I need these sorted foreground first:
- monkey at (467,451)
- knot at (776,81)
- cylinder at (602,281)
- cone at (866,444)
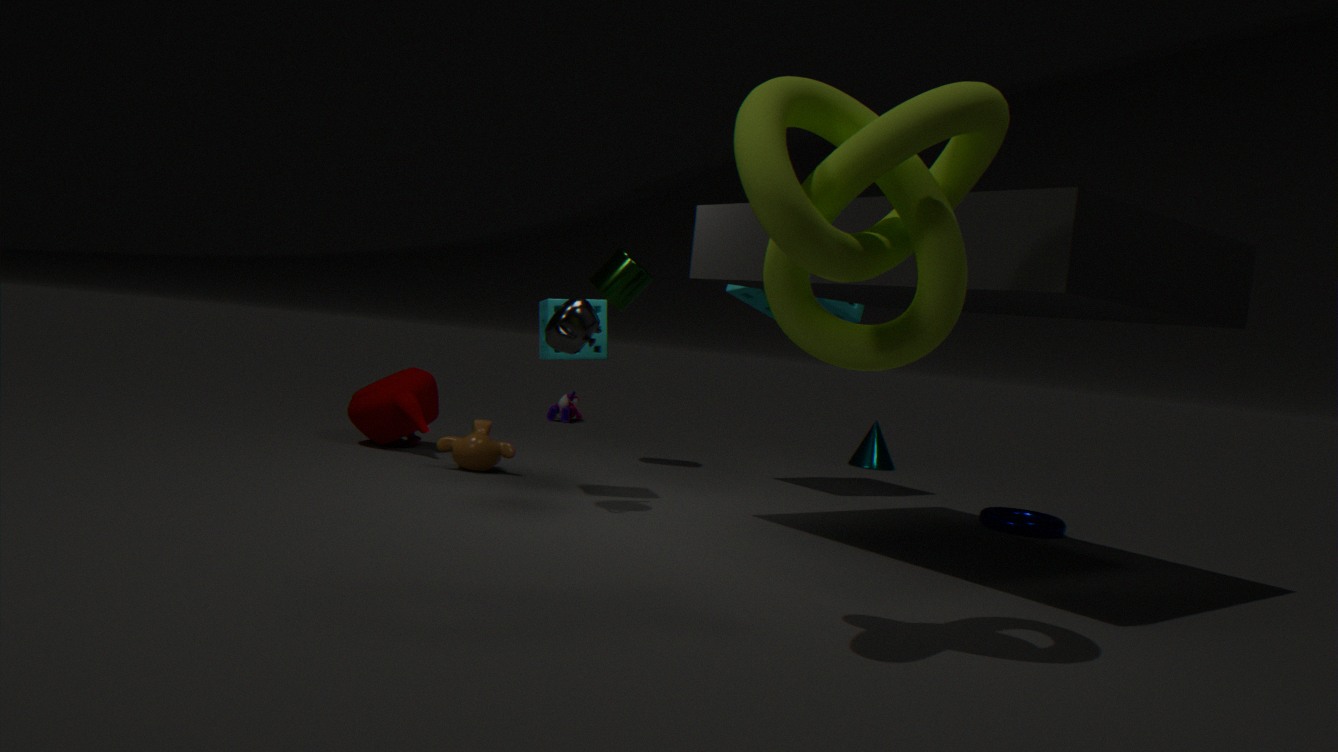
knot at (776,81) → monkey at (467,451) → cylinder at (602,281) → cone at (866,444)
